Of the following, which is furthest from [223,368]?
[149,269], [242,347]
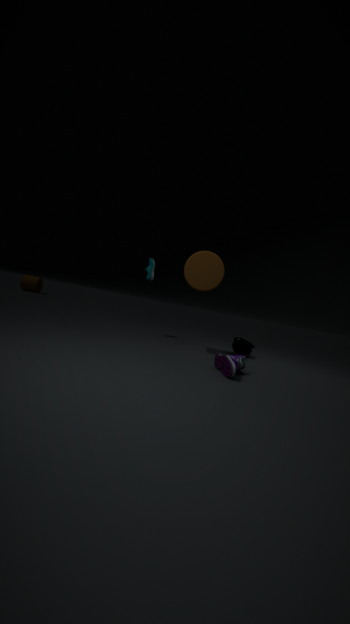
[149,269]
